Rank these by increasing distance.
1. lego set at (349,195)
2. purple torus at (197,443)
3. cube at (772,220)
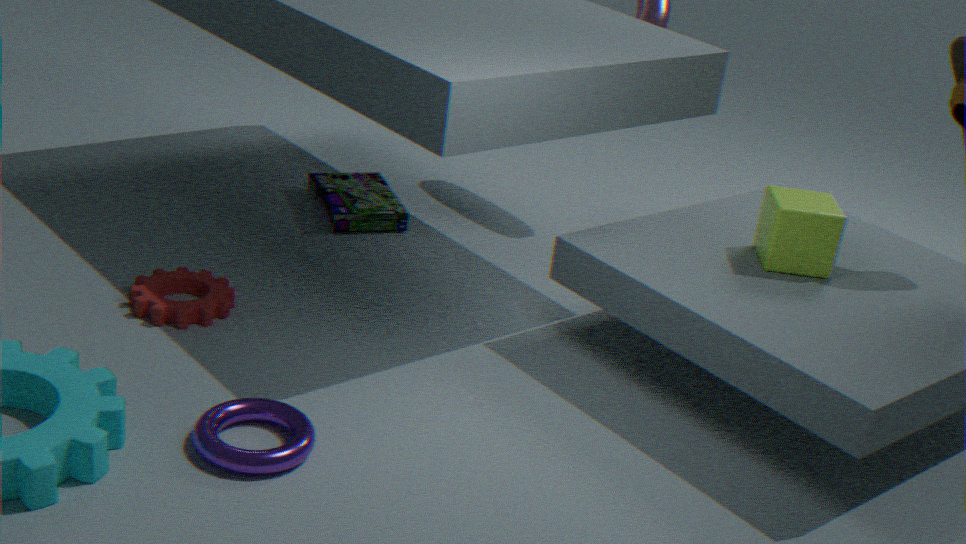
purple torus at (197,443)
cube at (772,220)
lego set at (349,195)
